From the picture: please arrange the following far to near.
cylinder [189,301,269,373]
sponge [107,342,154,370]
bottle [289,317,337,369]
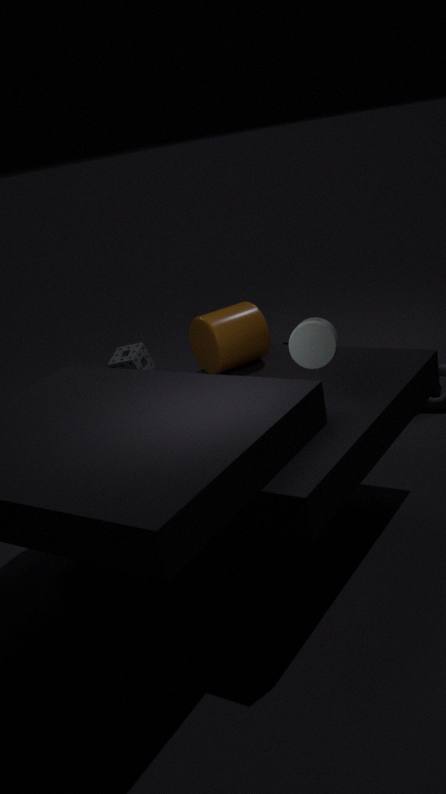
sponge [107,342,154,370]
cylinder [189,301,269,373]
bottle [289,317,337,369]
